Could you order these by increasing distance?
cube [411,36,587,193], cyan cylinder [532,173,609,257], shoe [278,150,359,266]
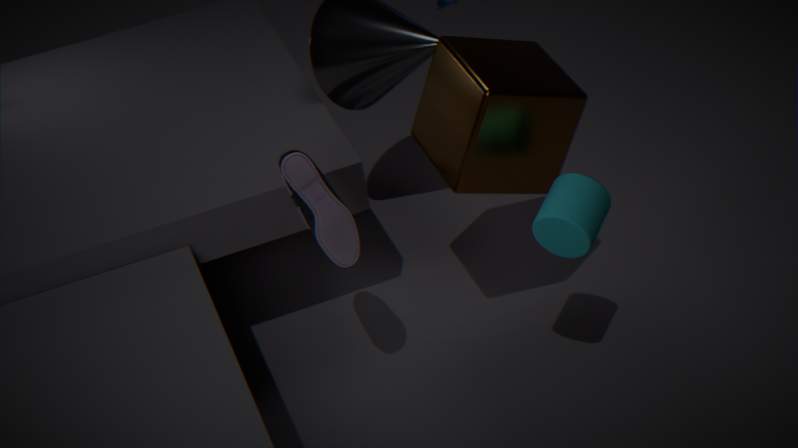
1. cyan cylinder [532,173,609,257]
2. shoe [278,150,359,266]
3. cube [411,36,587,193]
